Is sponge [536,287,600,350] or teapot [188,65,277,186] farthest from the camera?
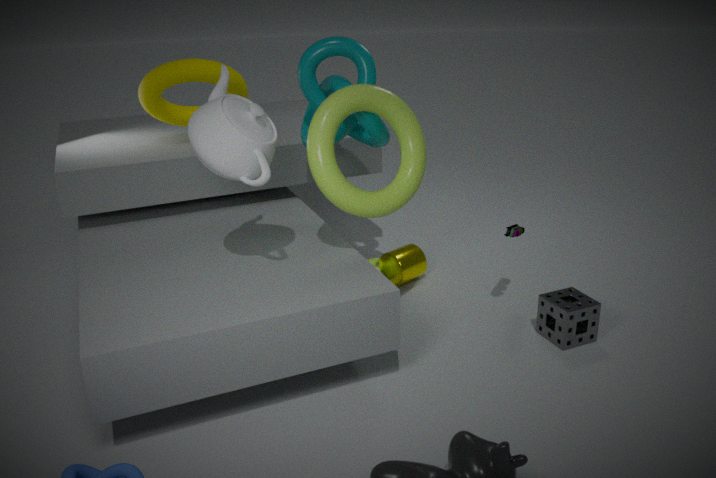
sponge [536,287,600,350]
